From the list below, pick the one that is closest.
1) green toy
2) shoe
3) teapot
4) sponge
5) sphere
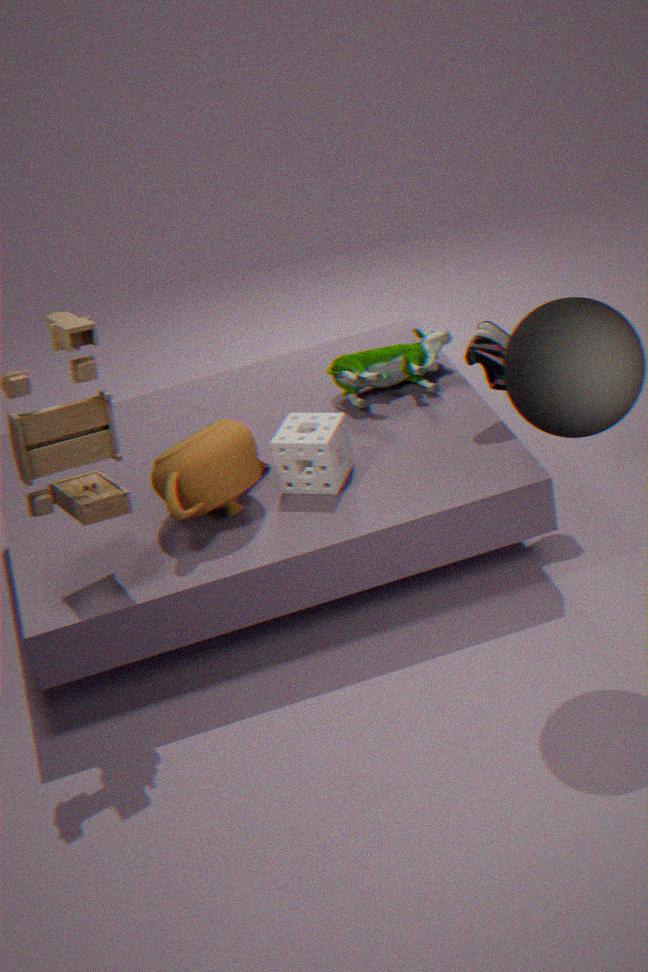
5. sphere
